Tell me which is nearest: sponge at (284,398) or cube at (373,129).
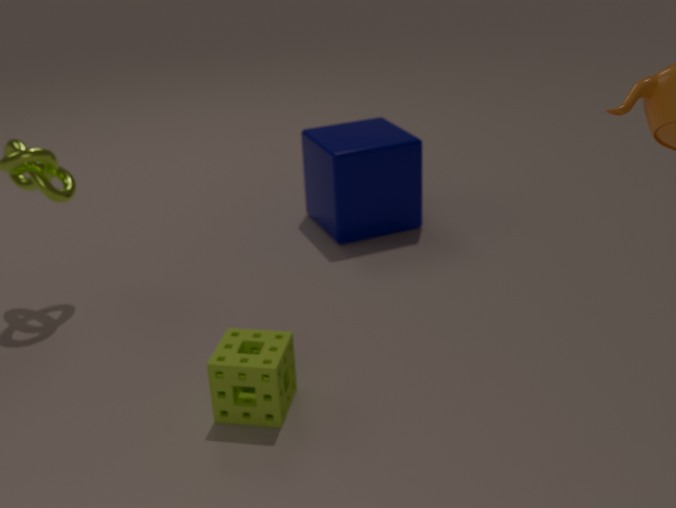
sponge at (284,398)
